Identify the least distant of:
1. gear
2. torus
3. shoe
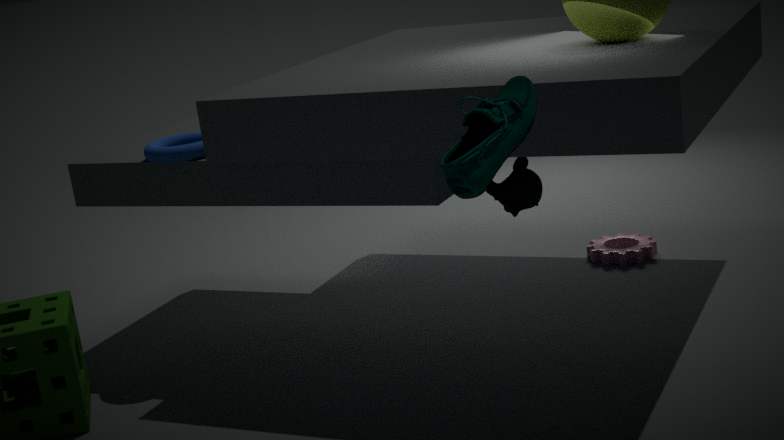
shoe
